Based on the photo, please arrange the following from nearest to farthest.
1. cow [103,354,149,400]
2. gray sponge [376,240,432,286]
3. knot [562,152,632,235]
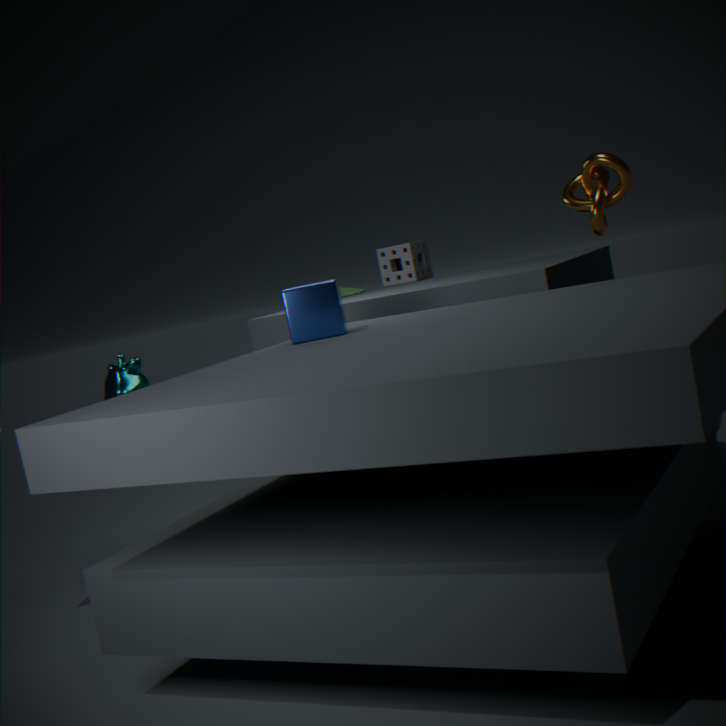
knot [562,152,632,235] < cow [103,354,149,400] < gray sponge [376,240,432,286]
